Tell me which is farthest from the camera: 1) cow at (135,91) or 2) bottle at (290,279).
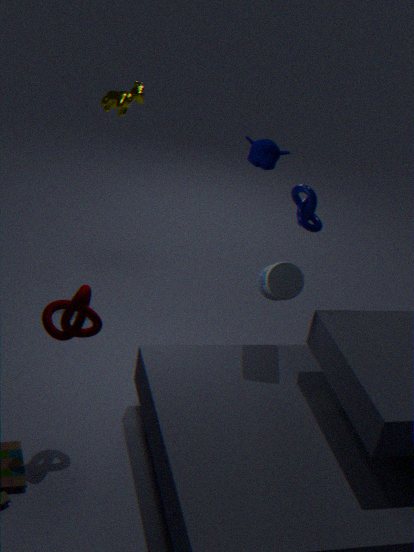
1. cow at (135,91)
